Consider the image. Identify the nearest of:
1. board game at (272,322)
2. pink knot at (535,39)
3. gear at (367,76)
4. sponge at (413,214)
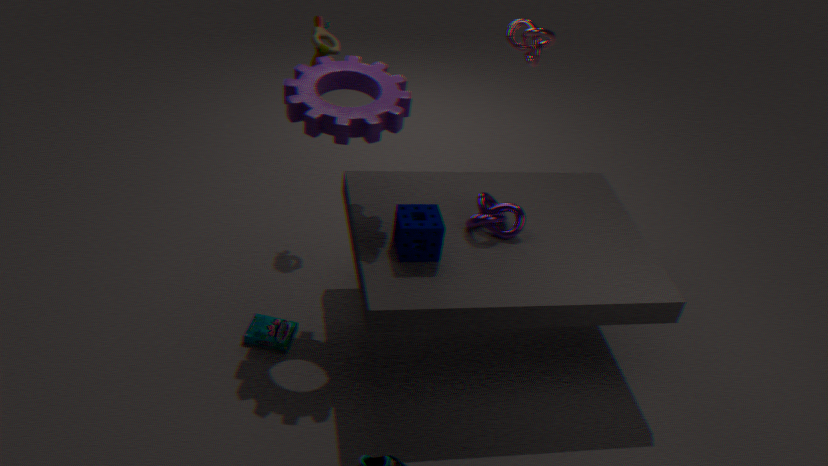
gear at (367,76)
